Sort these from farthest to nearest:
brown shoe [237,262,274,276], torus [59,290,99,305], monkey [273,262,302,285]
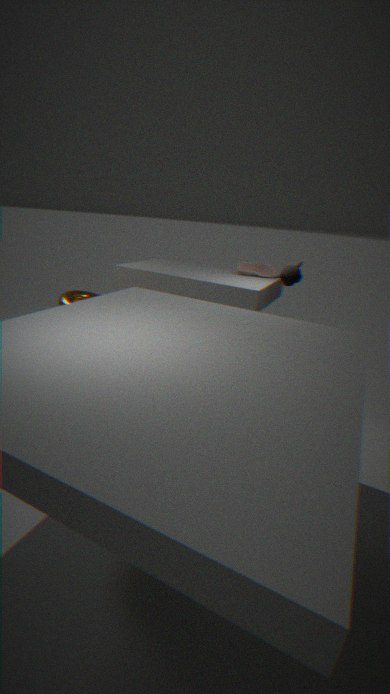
1. brown shoe [237,262,274,276]
2. monkey [273,262,302,285]
3. torus [59,290,99,305]
